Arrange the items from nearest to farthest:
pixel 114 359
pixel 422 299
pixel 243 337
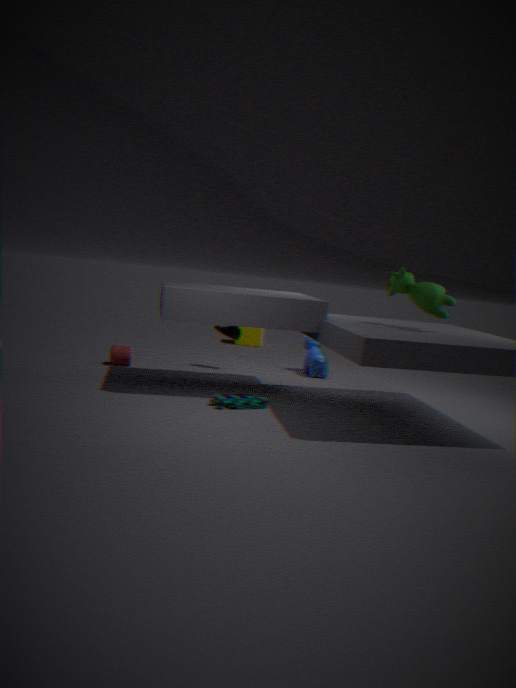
pixel 422 299 < pixel 114 359 < pixel 243 337
